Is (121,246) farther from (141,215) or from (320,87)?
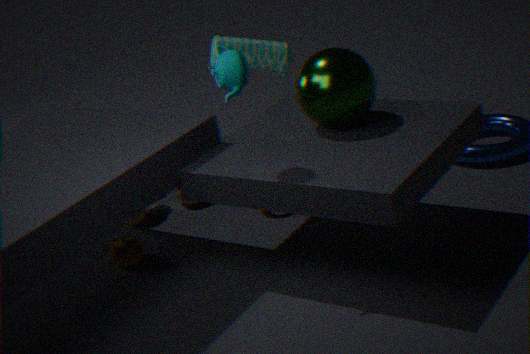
(320,87)
